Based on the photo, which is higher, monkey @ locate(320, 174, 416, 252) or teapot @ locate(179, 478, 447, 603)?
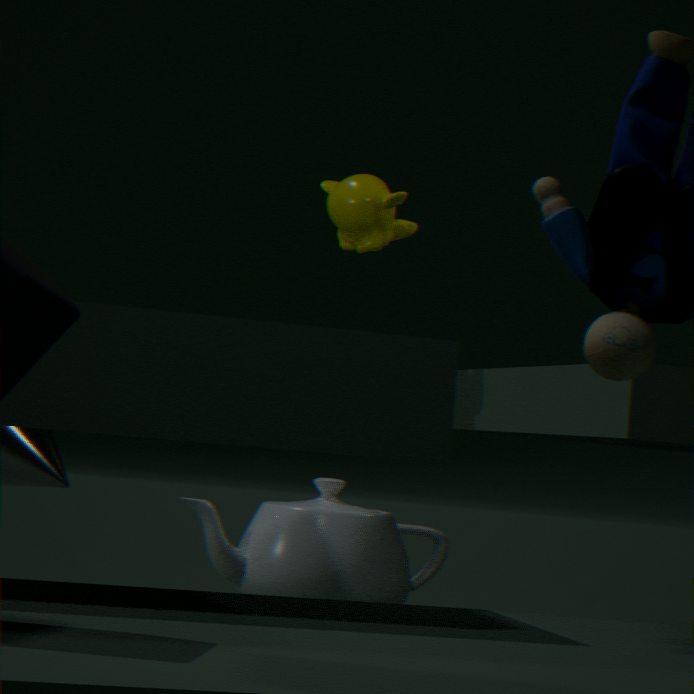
monkey @ locate(320, 174, 416, 252)
